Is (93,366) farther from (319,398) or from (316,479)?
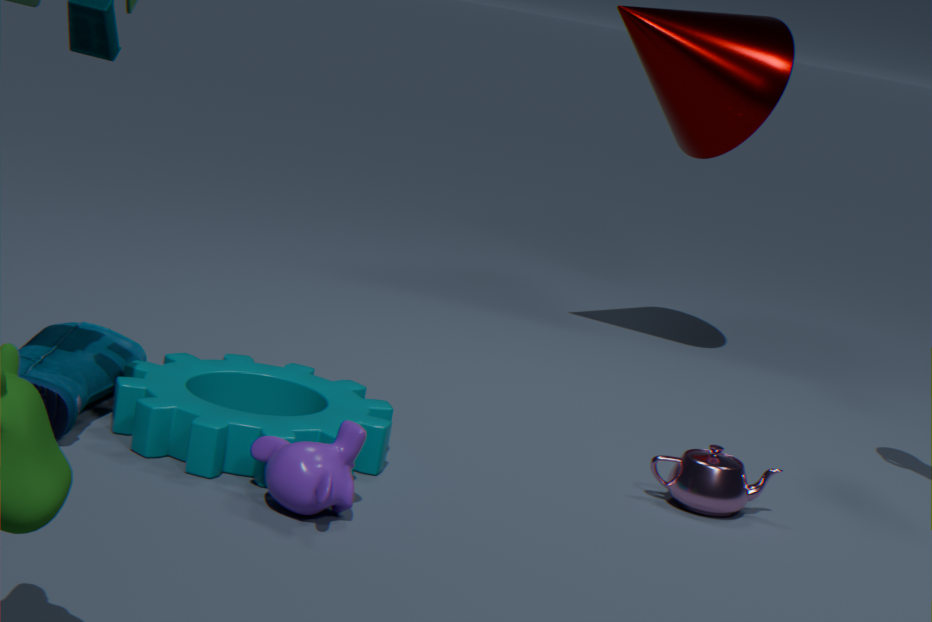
(316,479)
